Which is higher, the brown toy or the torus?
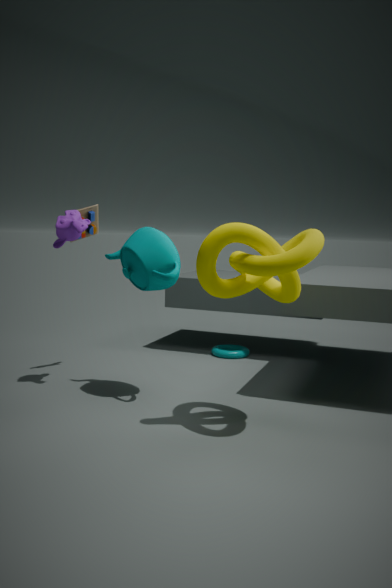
the brown toy
